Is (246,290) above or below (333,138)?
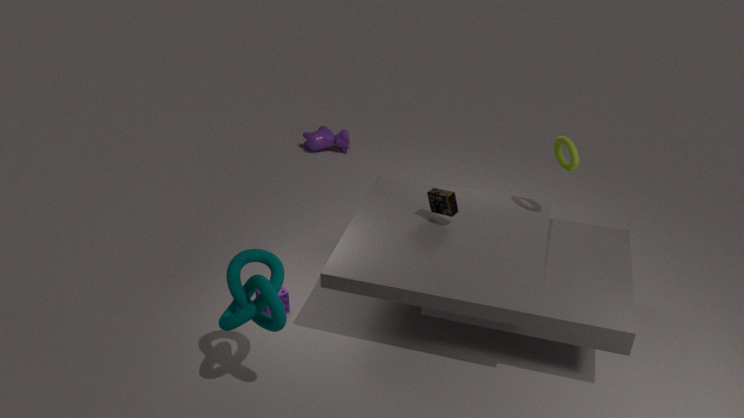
above
